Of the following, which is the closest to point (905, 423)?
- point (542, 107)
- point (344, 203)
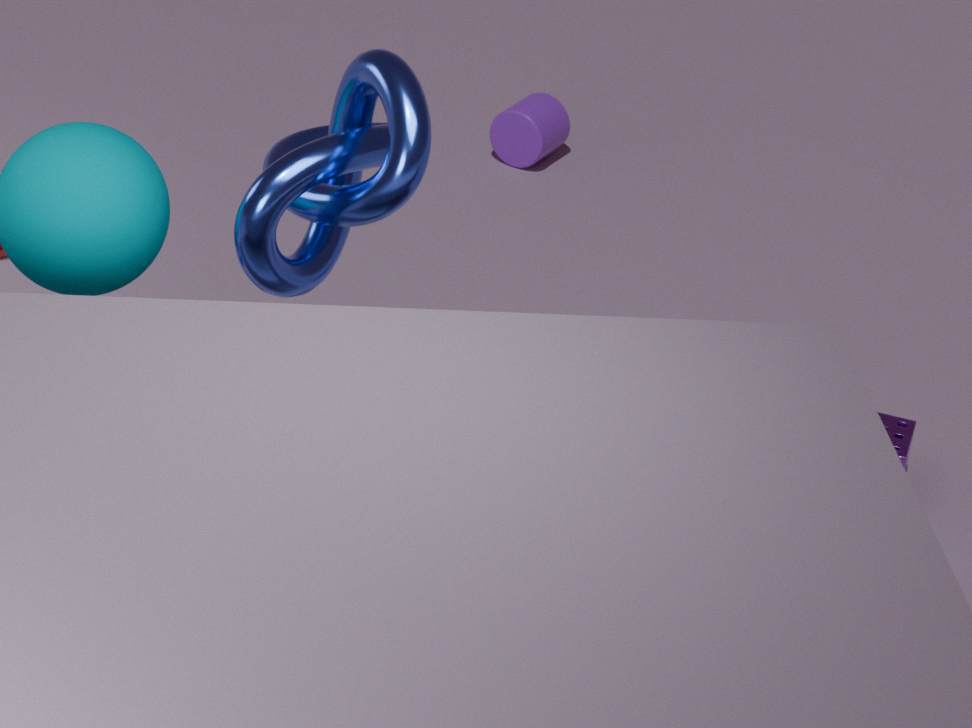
point (344, 203)
